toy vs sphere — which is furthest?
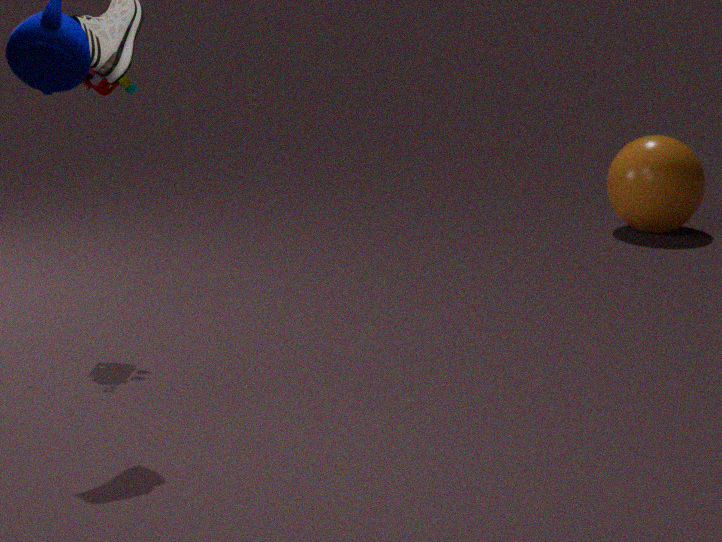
sphere
